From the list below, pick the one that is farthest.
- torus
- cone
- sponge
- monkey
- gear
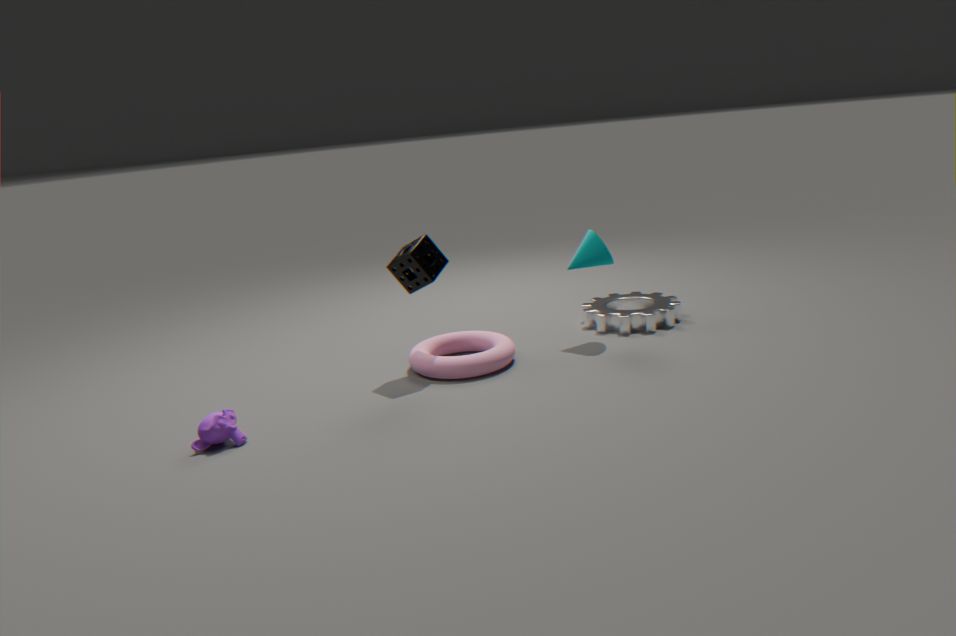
gear
